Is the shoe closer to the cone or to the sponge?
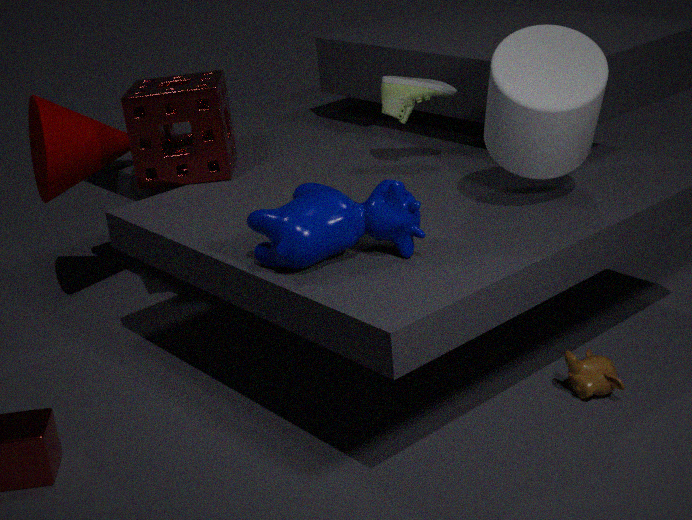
the sponge
